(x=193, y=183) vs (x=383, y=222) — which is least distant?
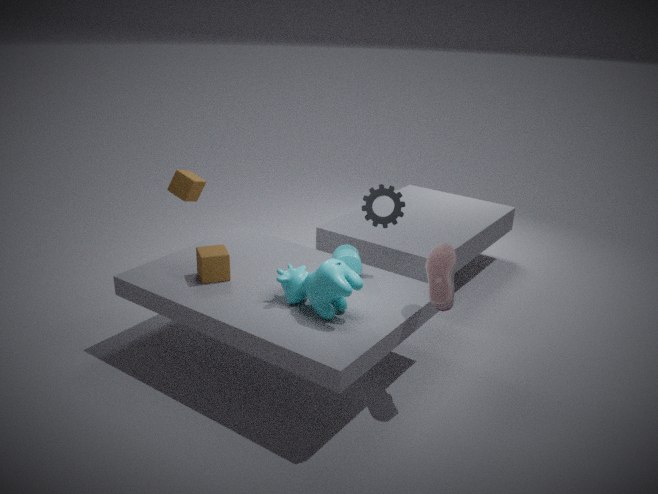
(x=383, y=222)
